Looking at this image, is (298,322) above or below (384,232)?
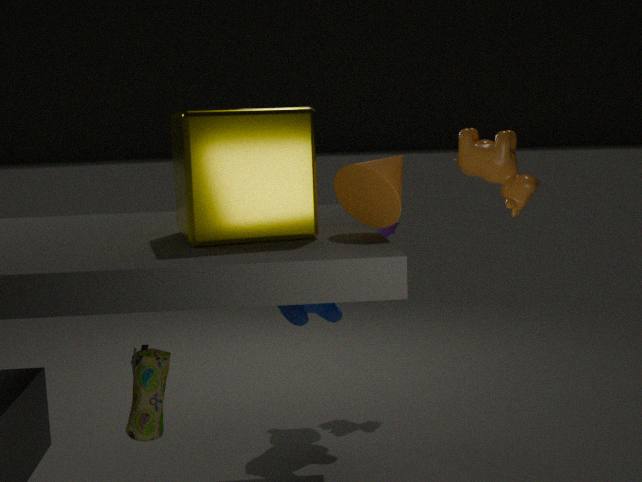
below
